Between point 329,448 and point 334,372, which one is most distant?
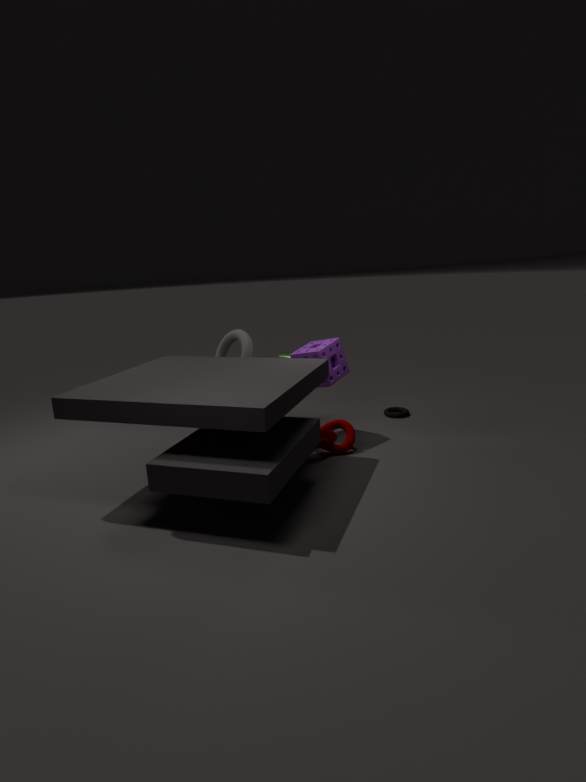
point 334,372
